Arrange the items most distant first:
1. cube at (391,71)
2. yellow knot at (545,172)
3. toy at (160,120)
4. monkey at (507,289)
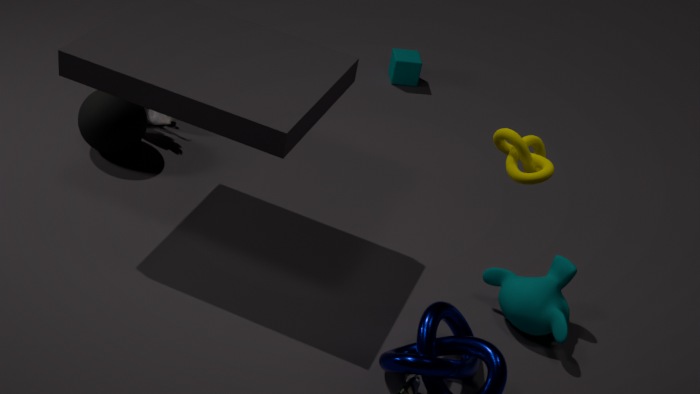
1. cube at (391,71)
2. toy at (160,120)
3. monkey at (507,289)
4. yellow knot at (545,172)
